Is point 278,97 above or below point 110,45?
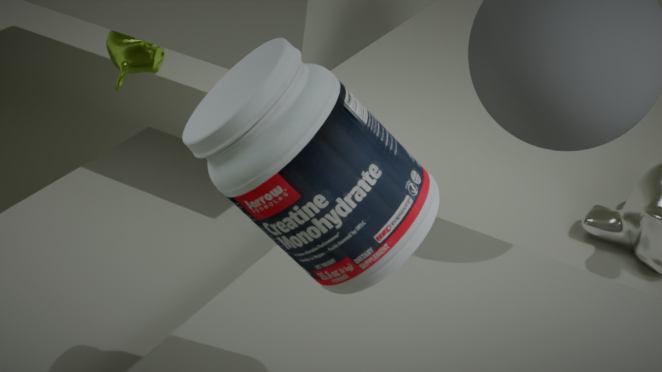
above
